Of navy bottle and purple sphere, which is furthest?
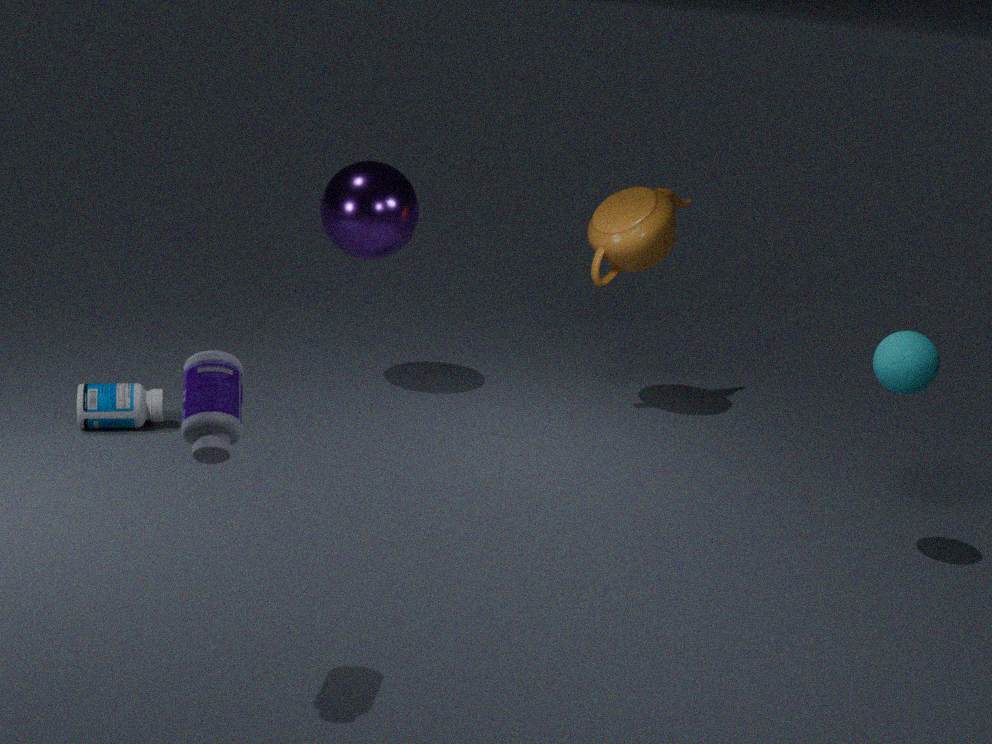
purple sphere
